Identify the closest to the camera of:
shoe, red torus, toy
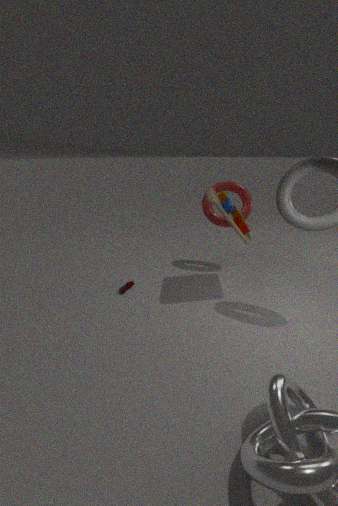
toy
